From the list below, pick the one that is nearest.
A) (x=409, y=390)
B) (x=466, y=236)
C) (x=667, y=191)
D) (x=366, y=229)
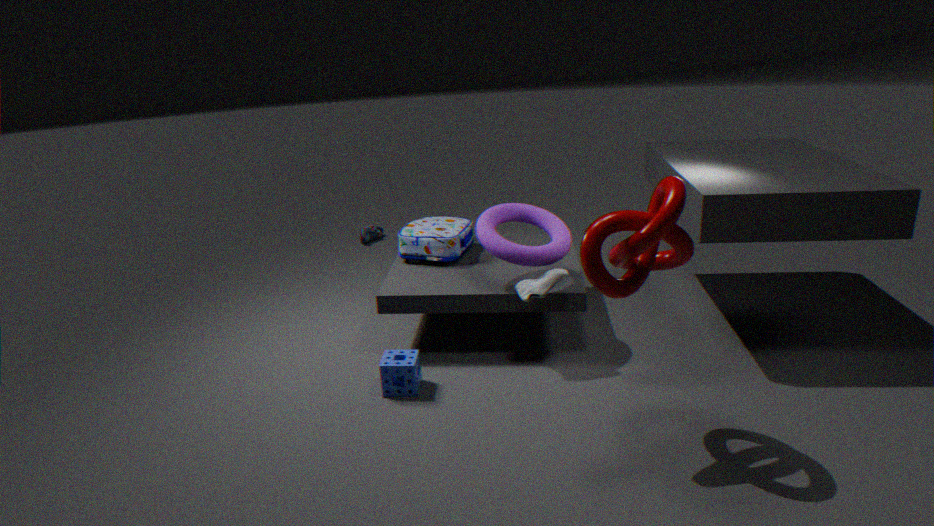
(x=667, y=191)
